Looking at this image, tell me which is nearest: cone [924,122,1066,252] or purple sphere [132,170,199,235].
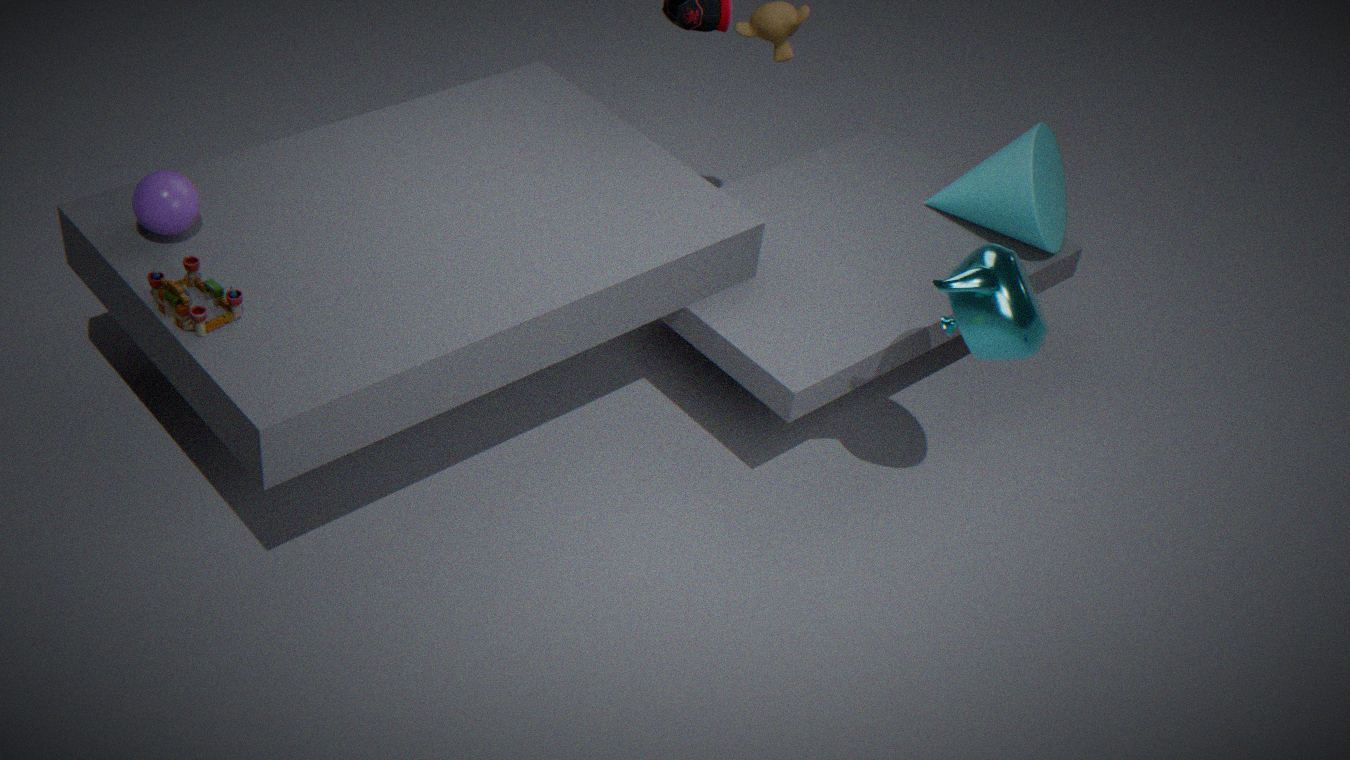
purple sphere [132,170,199,235]
